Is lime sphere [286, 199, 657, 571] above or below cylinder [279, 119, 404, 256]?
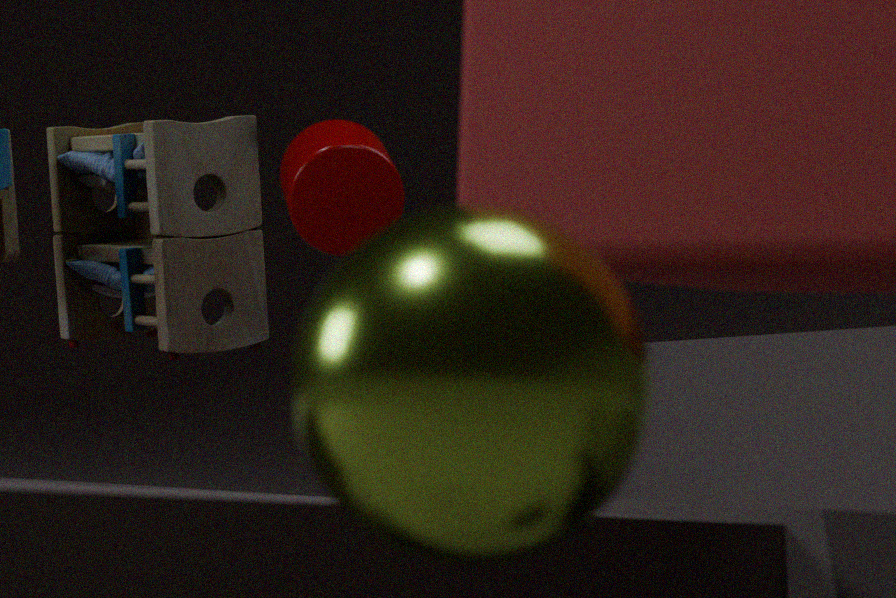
below
